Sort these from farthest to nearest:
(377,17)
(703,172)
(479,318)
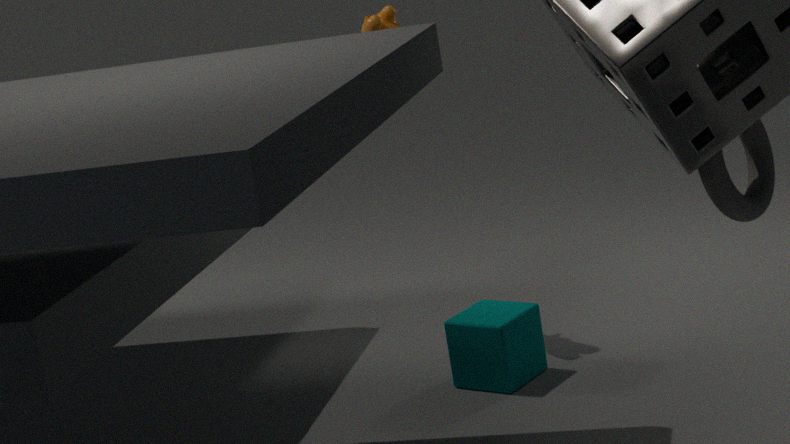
(377,17) → (479,318) → (703,172)
